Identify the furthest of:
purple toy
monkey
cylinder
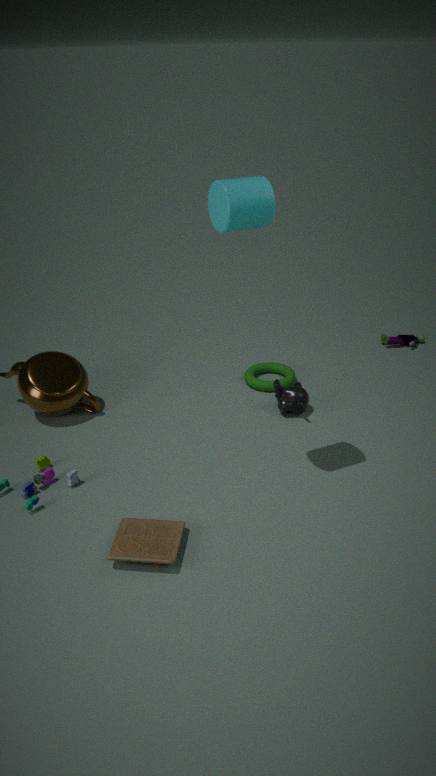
purple toy
